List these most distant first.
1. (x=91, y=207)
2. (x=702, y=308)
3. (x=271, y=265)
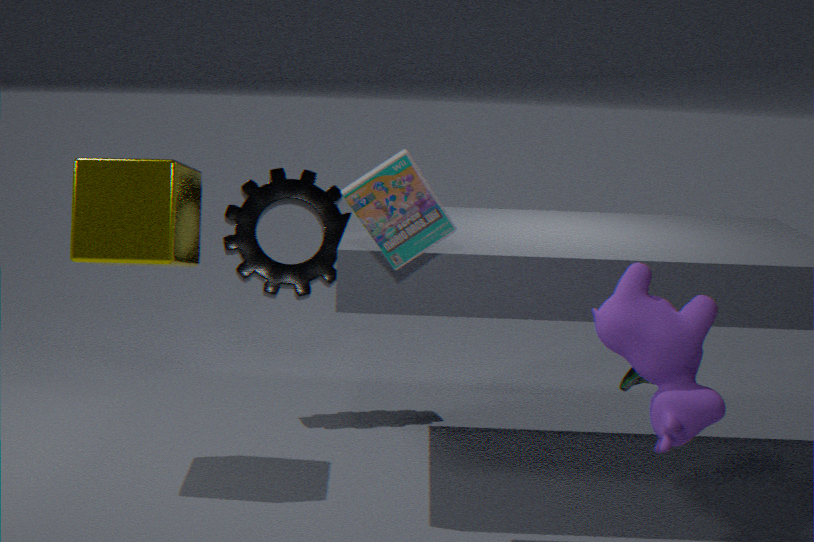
(x=271, y=265) < (x=91, y=207) < (x=702, y=308)
